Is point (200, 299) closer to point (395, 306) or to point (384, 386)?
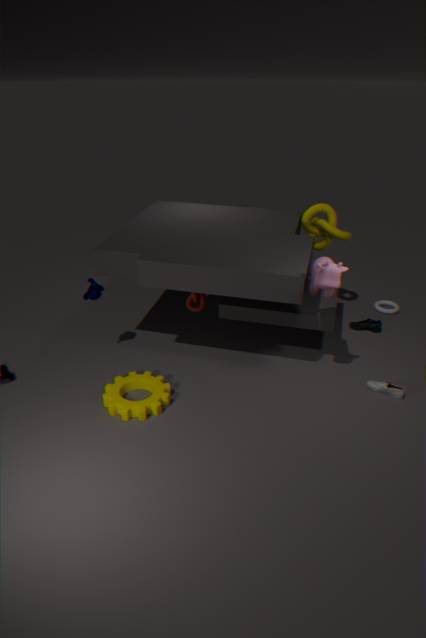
point (384, 386)
